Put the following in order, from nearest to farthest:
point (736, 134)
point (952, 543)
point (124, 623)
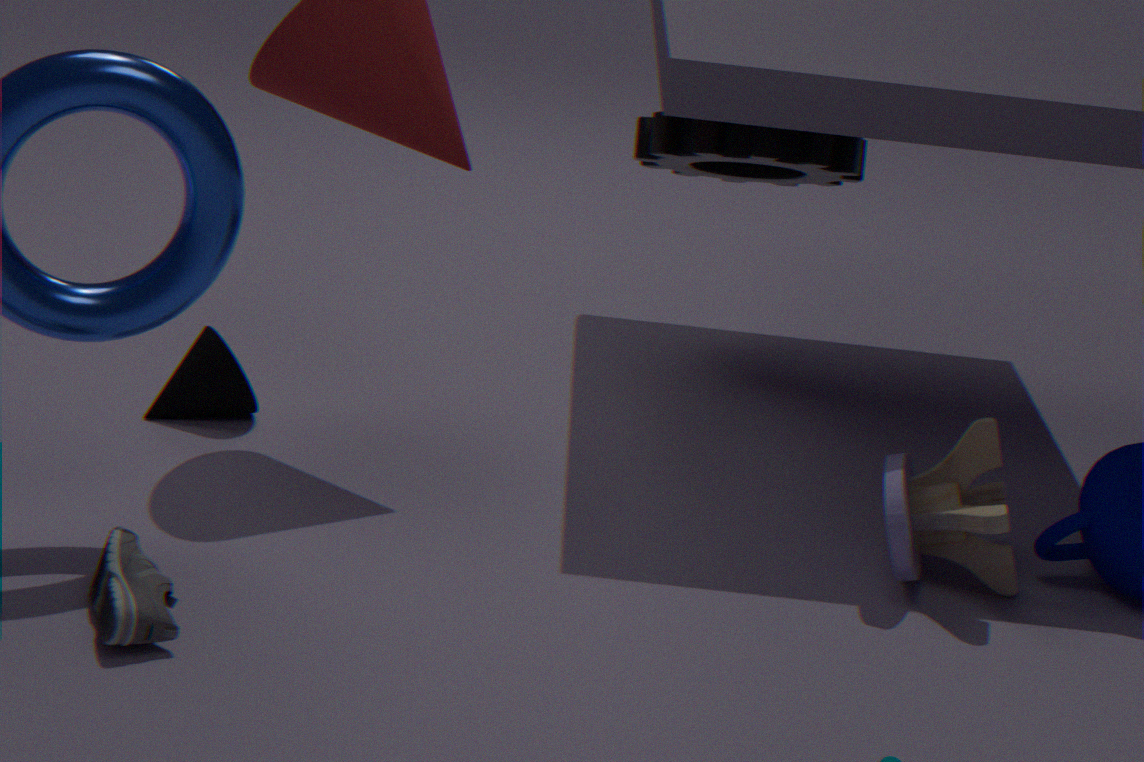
point (124, 623)
point (952, 543)
point (736, 134)
